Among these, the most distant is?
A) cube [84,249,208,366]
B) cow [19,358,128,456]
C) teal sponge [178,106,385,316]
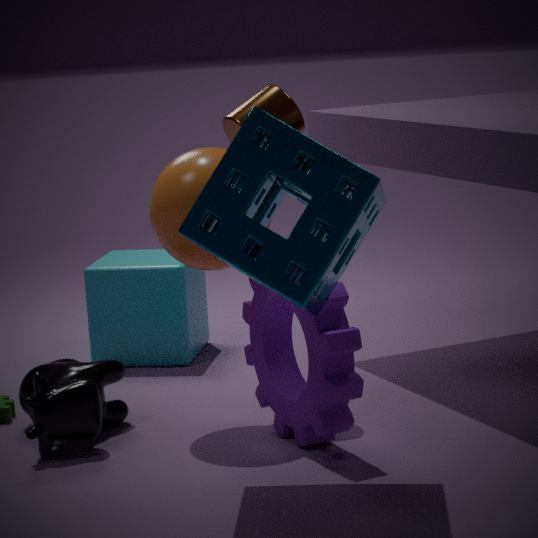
cube [84,249,208,366]
